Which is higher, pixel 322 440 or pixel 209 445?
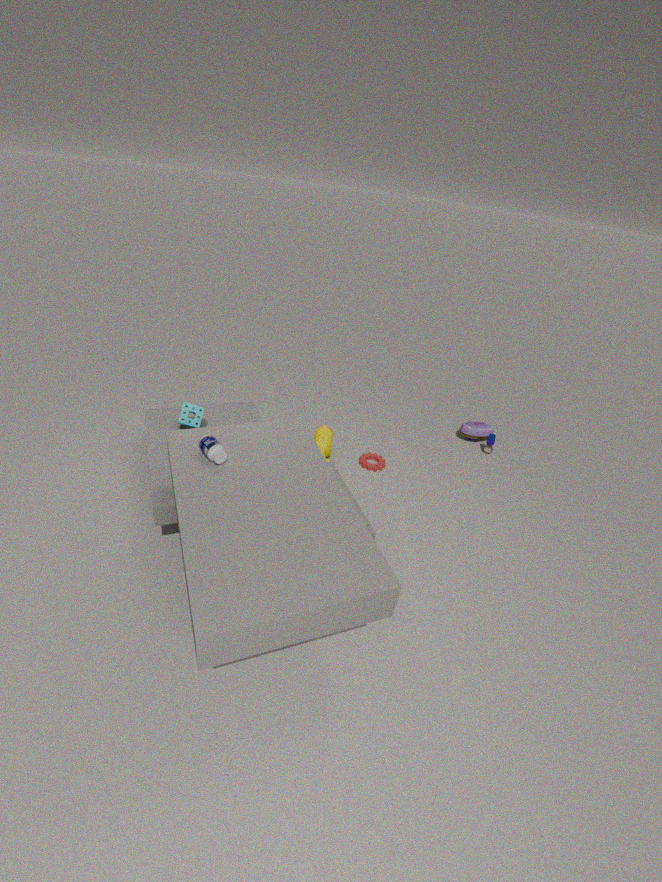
pixel 209 445
